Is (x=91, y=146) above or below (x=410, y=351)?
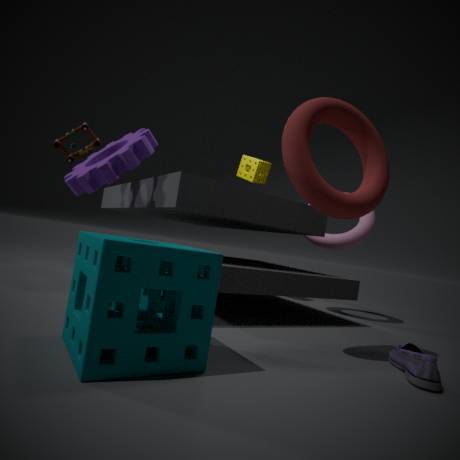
above
